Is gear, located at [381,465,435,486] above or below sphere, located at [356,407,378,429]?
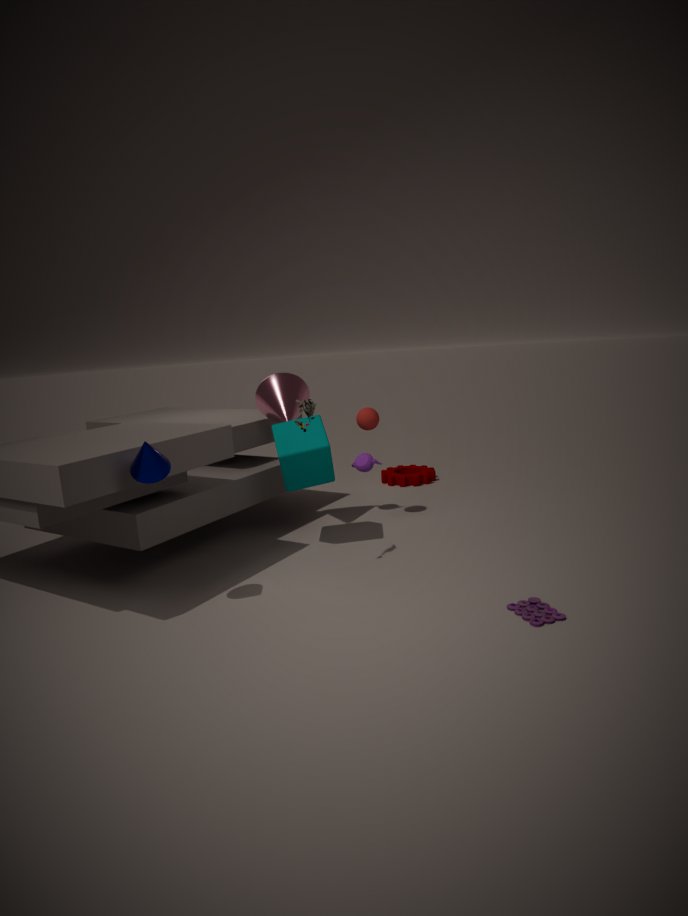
below
